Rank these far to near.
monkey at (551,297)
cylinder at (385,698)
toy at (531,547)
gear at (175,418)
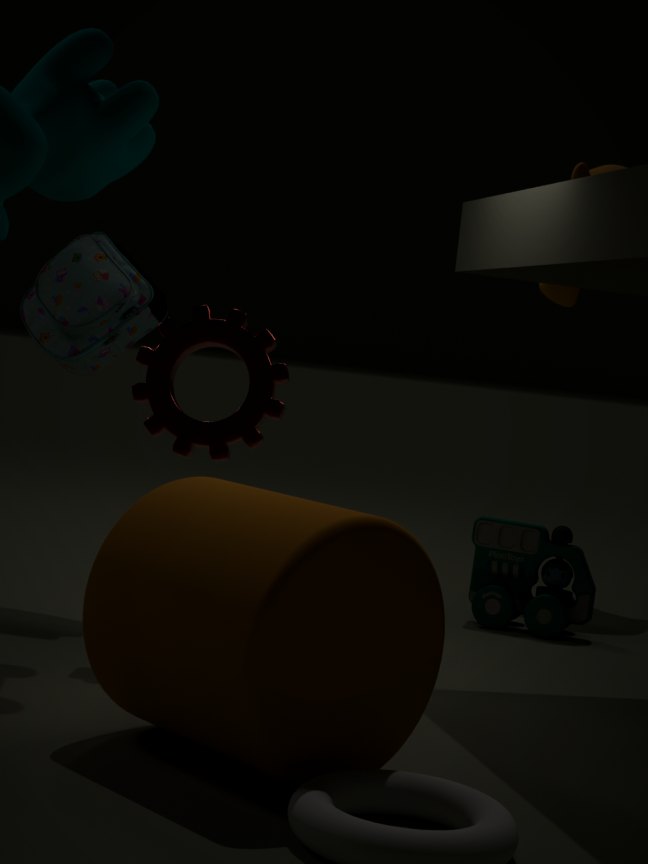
monkey at (551,297) → toy at (531,547) → gear at (175,418) → cylinder at (385,698)
